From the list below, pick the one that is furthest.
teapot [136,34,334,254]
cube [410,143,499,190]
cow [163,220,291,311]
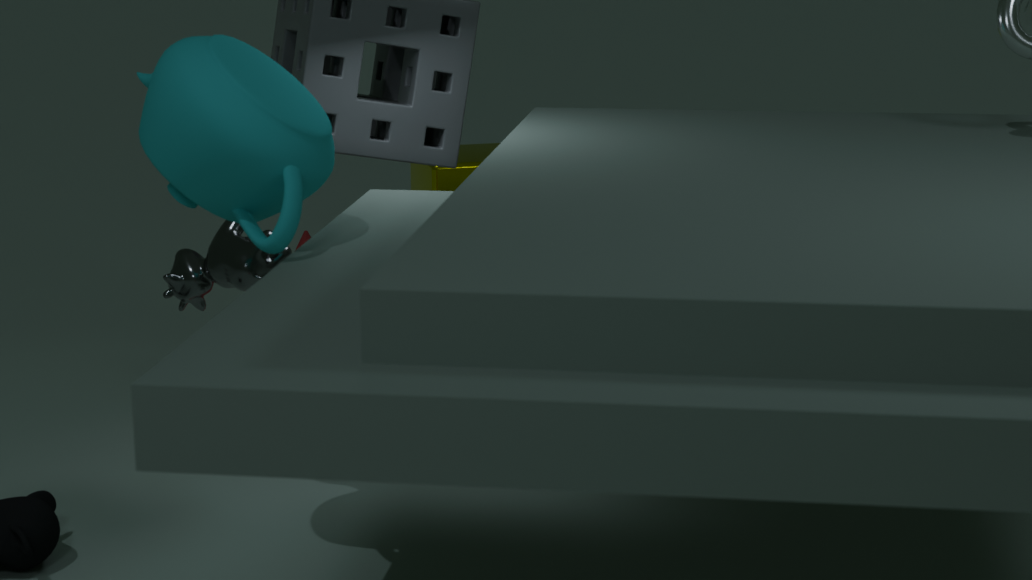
cube [410,143,499,190]
